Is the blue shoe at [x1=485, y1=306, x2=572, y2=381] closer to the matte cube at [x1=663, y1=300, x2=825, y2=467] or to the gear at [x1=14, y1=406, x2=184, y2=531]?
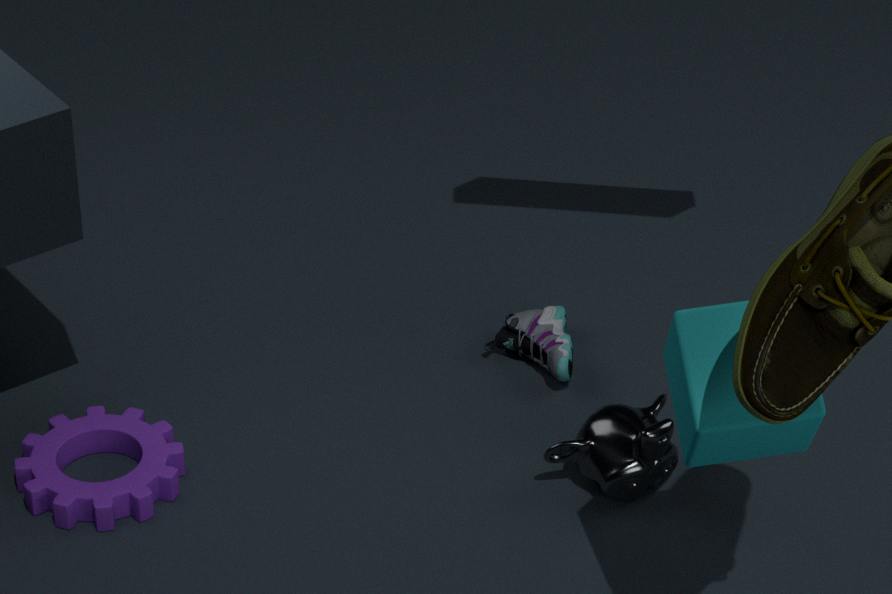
the gear at [x1=14, y1=406, x2=184, y2=531]
